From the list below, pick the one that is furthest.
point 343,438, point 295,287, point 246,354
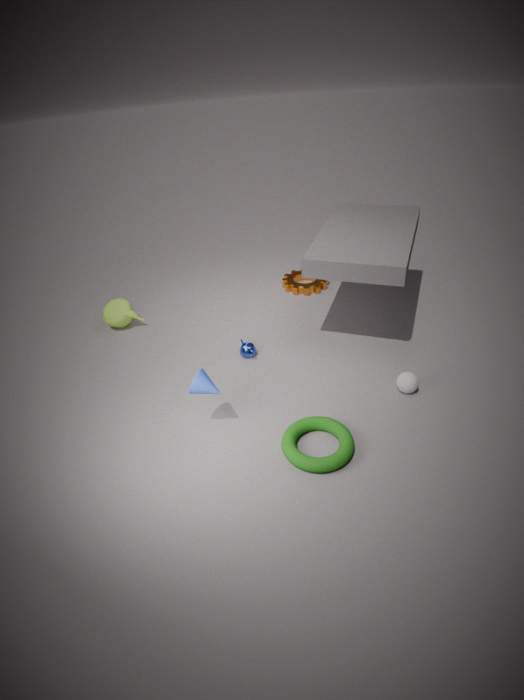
point 295,287
